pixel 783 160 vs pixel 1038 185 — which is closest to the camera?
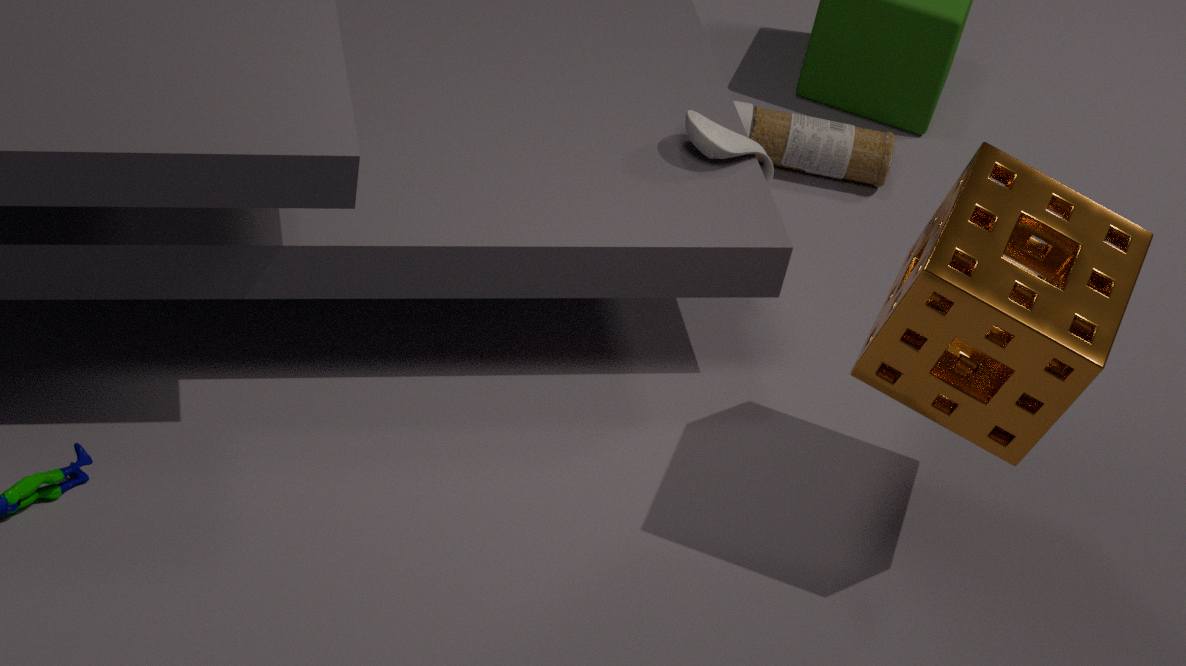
pixel 1038 185
